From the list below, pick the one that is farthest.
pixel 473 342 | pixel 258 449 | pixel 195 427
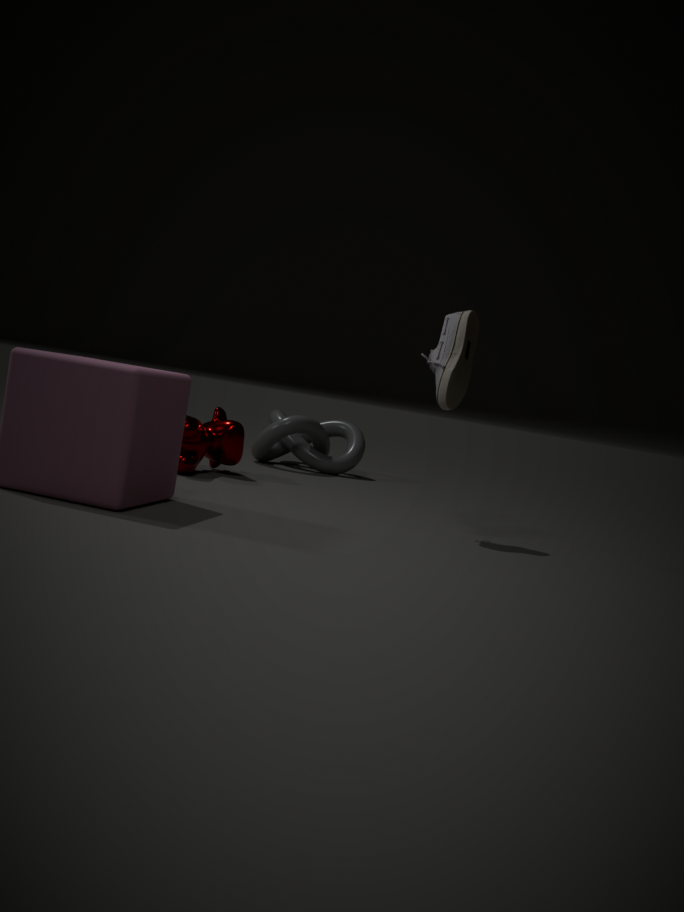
pixel 258 449
